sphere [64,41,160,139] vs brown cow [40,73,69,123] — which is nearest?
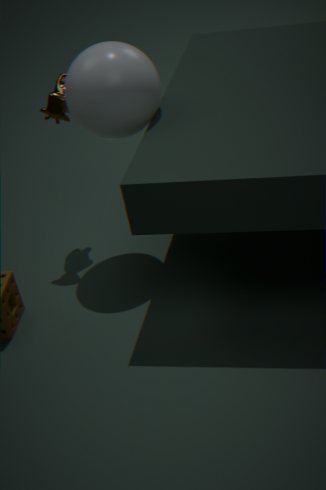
sphere [64,41,160,139]
